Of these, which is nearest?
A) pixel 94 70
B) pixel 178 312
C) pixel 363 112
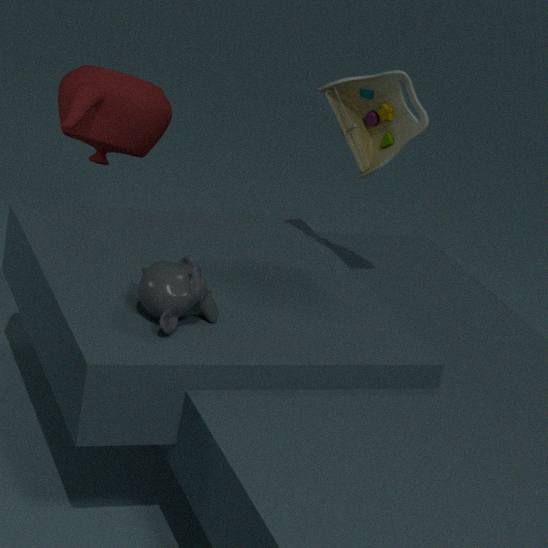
pixel 178 312
